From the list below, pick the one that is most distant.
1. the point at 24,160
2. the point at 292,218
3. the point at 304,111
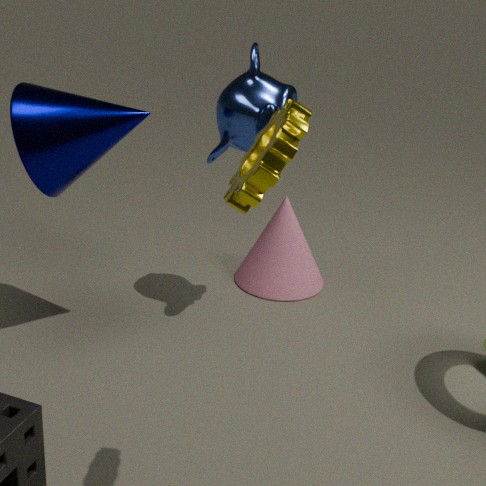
the point at 292,218
